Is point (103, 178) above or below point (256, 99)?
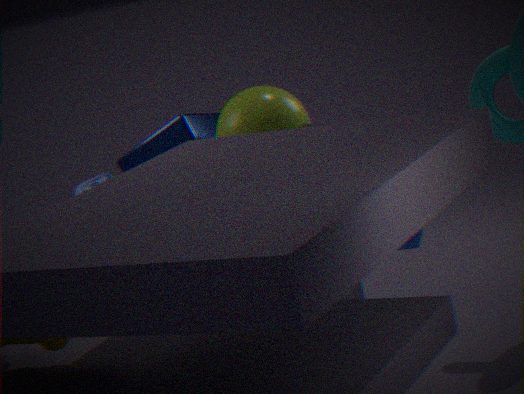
below
